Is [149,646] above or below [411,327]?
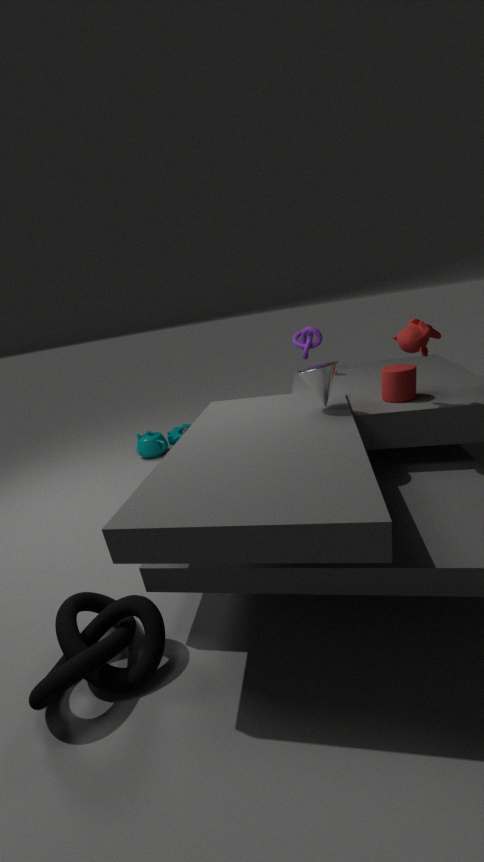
below
